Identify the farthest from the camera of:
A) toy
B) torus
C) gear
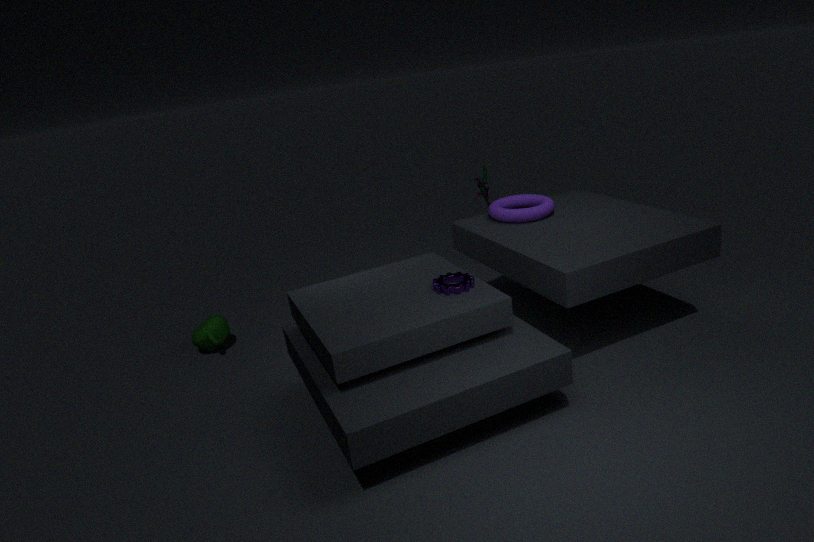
toy
